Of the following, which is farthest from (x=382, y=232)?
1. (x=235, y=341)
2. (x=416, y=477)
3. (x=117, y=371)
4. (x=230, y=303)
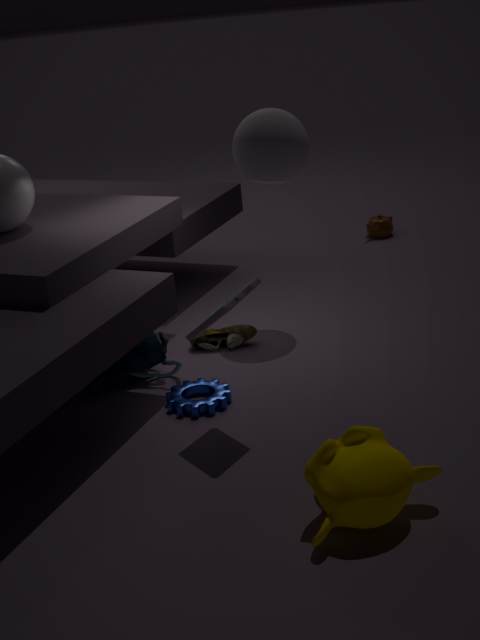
(x=416, y=477)
